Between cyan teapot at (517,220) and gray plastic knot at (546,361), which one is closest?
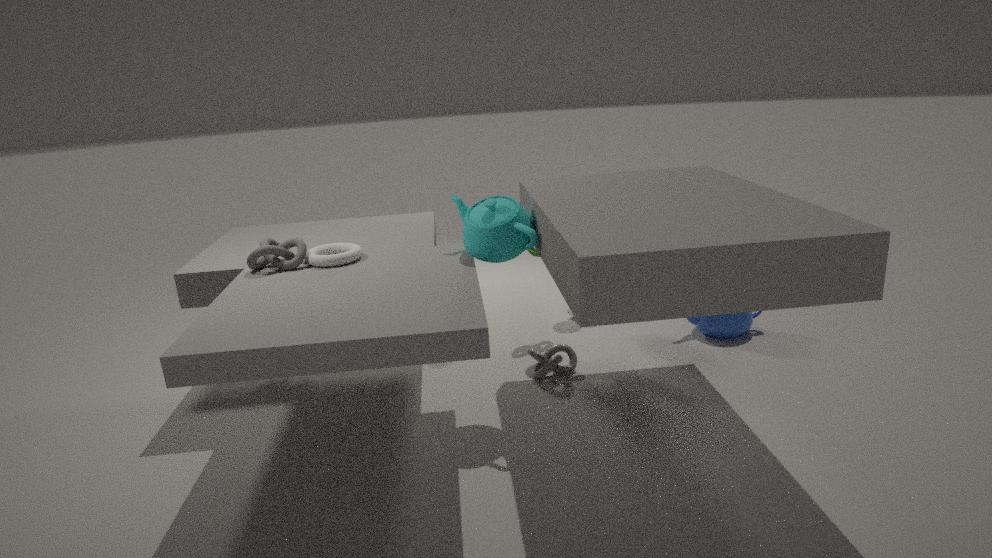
cyan teapot at (517,220)
